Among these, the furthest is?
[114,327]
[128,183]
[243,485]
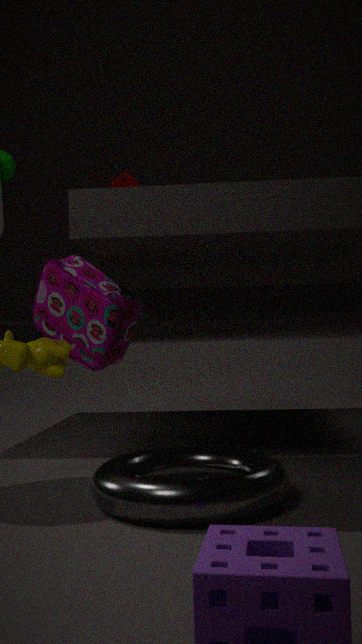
[128,183]
